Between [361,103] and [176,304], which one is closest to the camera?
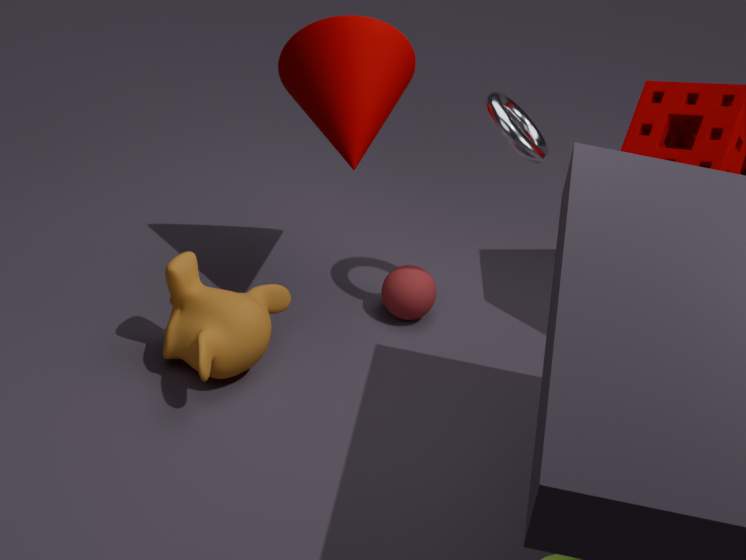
[361,103]
